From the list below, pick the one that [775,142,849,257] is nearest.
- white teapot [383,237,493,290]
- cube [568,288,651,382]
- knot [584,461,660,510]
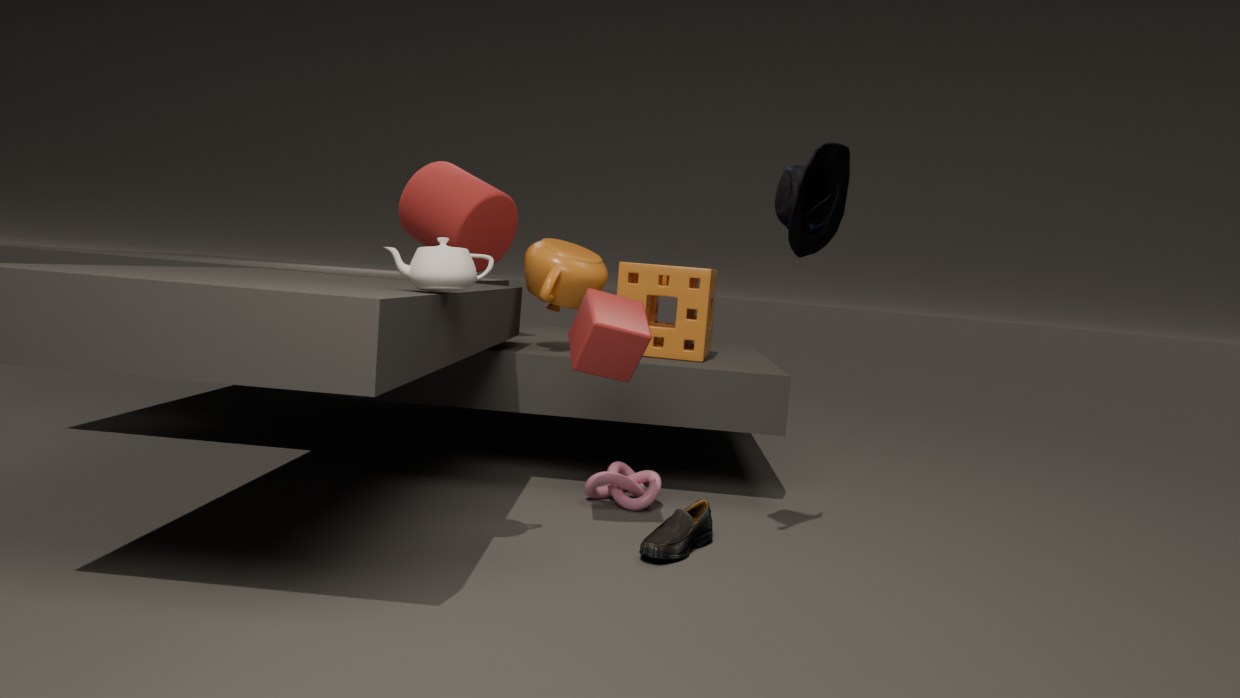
white teapot [383,237,493,290]
